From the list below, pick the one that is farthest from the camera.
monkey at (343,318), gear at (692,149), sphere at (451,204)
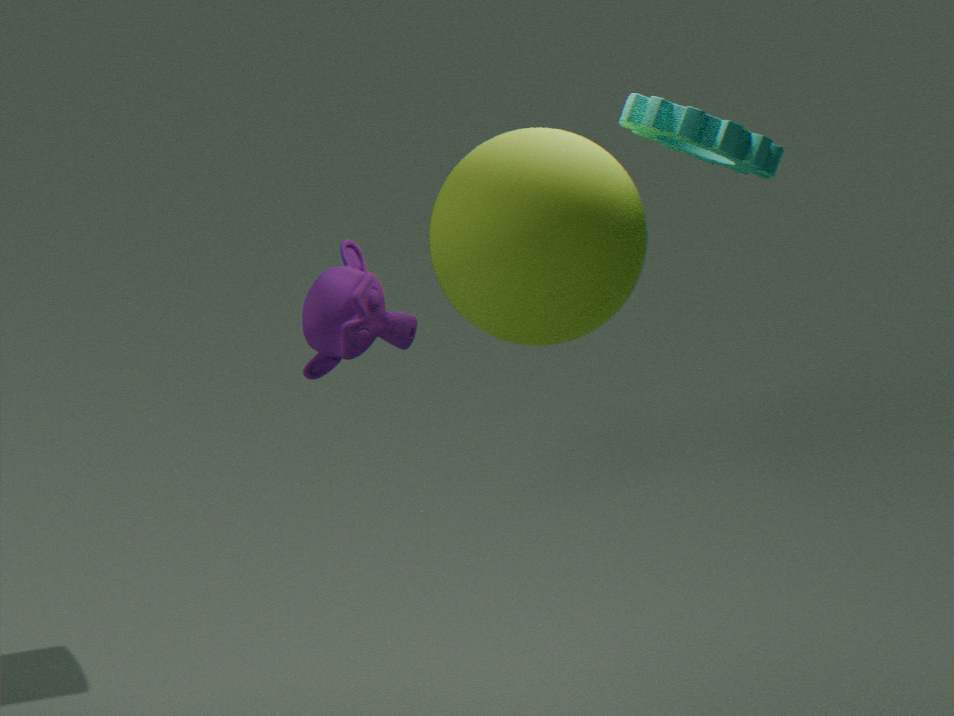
monkey at (343,318)
